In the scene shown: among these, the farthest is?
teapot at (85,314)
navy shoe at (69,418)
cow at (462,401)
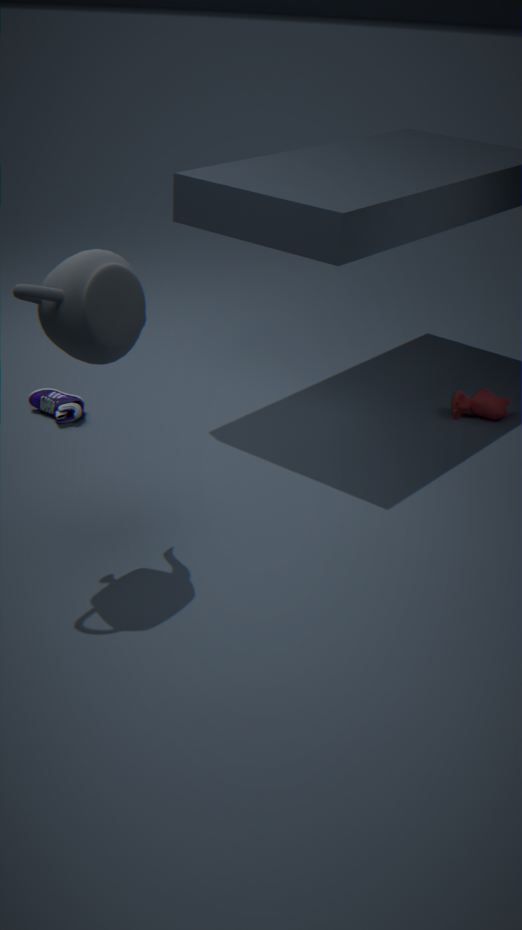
cow at (462,401)
